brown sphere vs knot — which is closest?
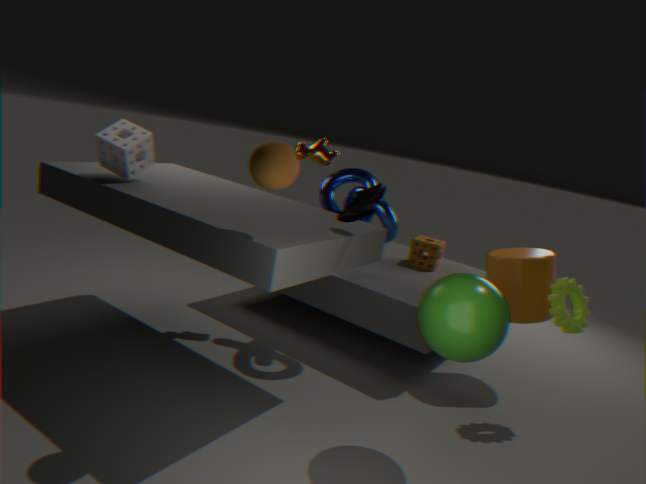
brown sphere
